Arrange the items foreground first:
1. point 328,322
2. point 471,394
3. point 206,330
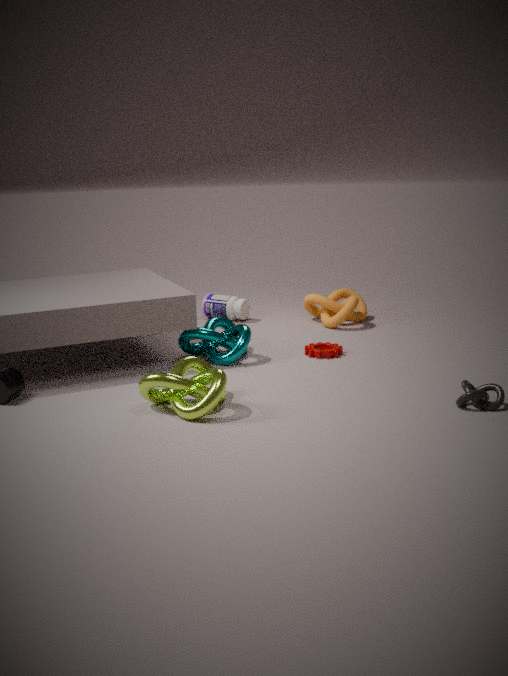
point 471,394, point 206,330, point 328,322
